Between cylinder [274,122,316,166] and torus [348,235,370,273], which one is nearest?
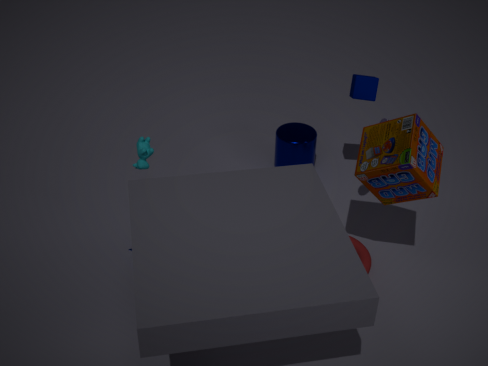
torus [348,235,370,273]
